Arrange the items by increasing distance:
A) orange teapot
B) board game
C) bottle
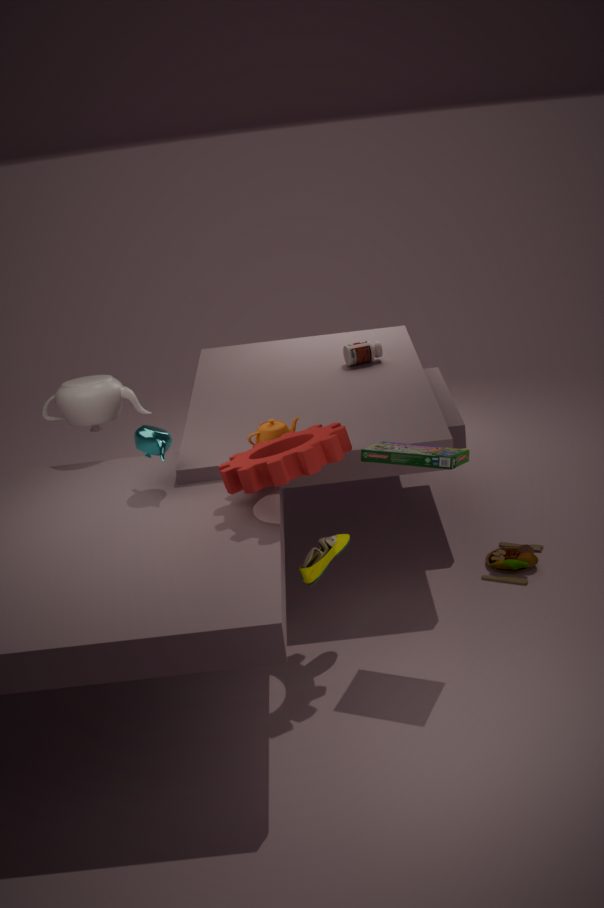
1. board game
2. orange teapot
3. bottle
